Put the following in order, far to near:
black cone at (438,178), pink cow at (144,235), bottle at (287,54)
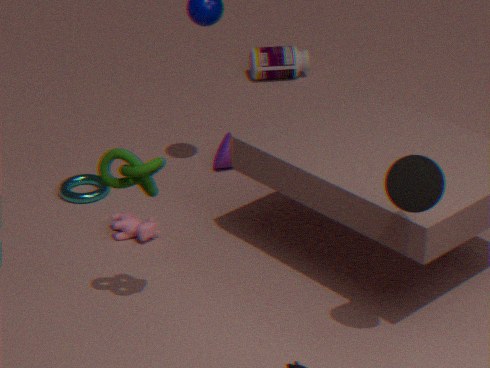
bottle at (287,54) → pink cow at (144,235) → black cone at (438,178)
